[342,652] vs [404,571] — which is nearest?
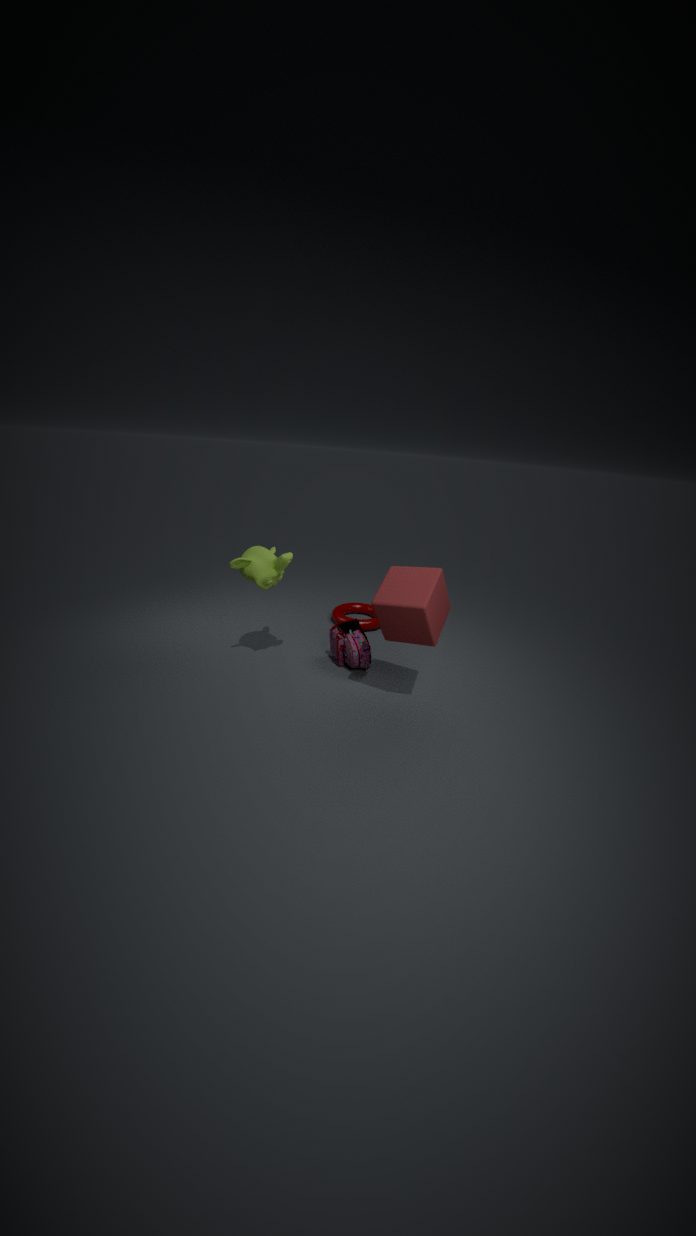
[404,571]
